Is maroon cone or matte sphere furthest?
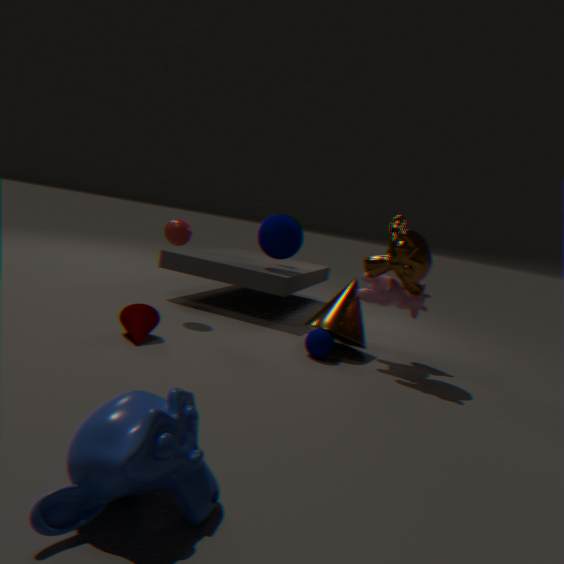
matte sphere
